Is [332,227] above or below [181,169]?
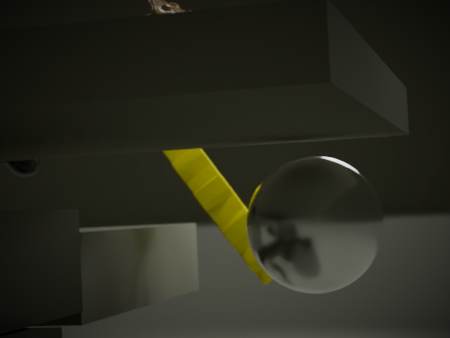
below
